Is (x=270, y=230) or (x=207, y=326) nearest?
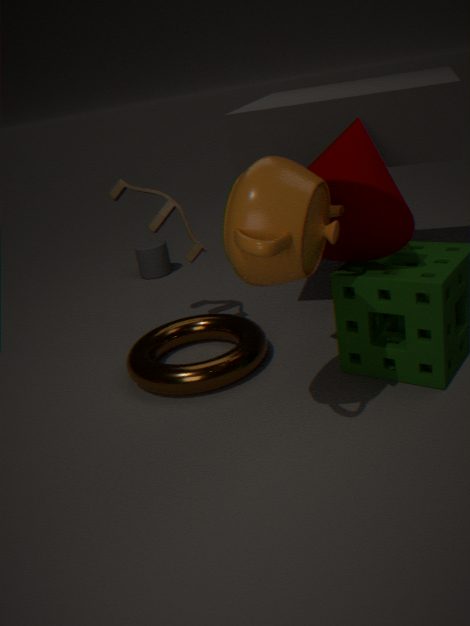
(x=270, y=230)
